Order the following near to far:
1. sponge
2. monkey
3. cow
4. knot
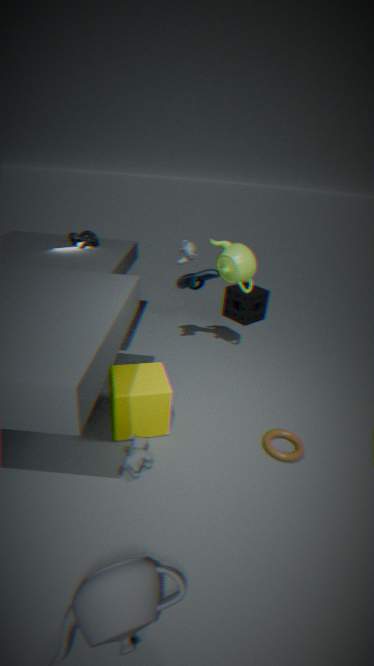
cow < monkey < knot < sponge
